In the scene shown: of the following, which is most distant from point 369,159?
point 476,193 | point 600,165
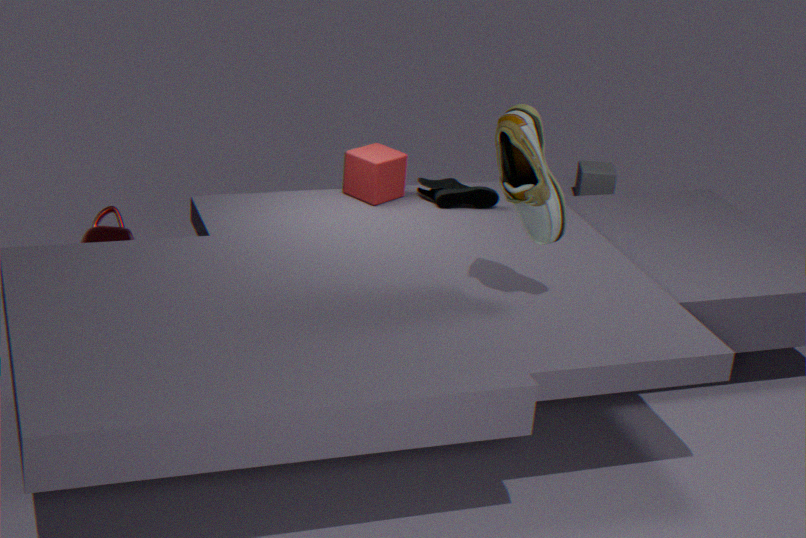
point 600,165
